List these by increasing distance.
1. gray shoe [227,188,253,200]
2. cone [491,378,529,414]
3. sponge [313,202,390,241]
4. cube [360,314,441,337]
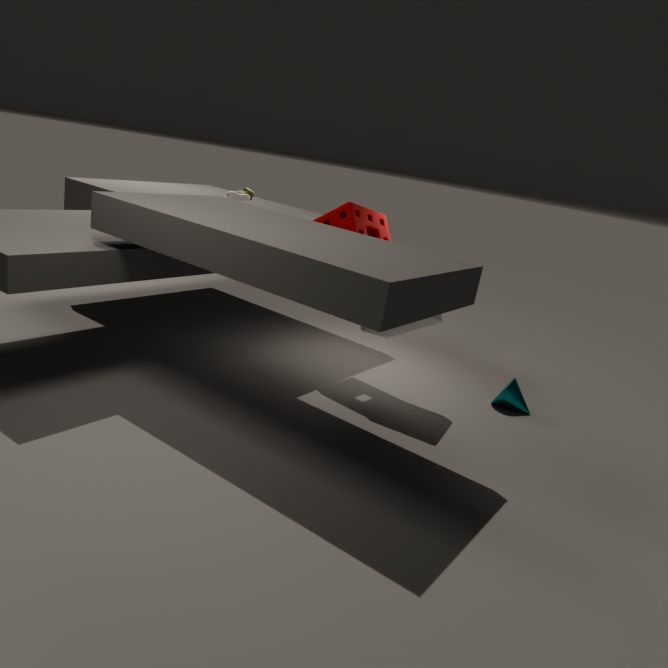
cube [360,314,441,337]
sponge [313,202,390,241]
cone [491,378,529,414]
gray shoe [227,188,253,200]
